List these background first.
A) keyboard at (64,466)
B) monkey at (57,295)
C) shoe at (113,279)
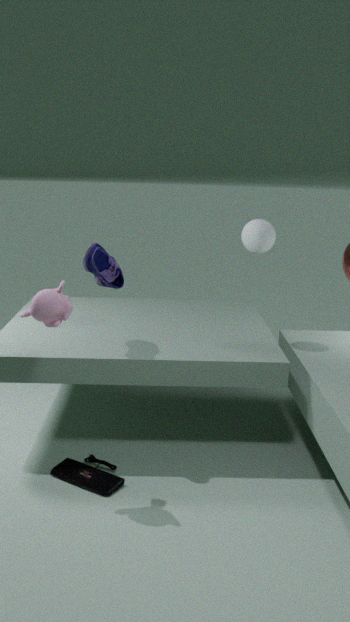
shoe at (113,279) → keyboard at (64,466) → monkey at (57,295)
